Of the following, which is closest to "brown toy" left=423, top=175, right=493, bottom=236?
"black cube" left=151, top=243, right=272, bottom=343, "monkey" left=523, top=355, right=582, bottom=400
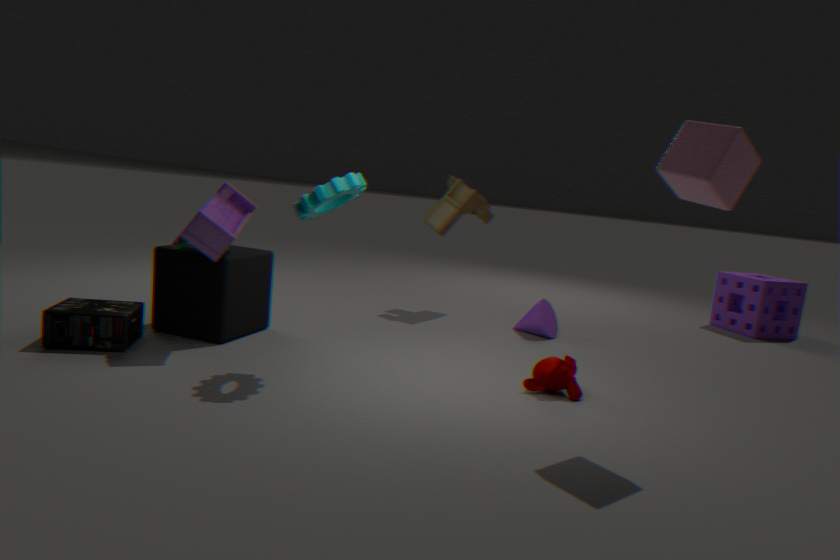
"black cube" left=151, top=243, right=272, bottom=343
